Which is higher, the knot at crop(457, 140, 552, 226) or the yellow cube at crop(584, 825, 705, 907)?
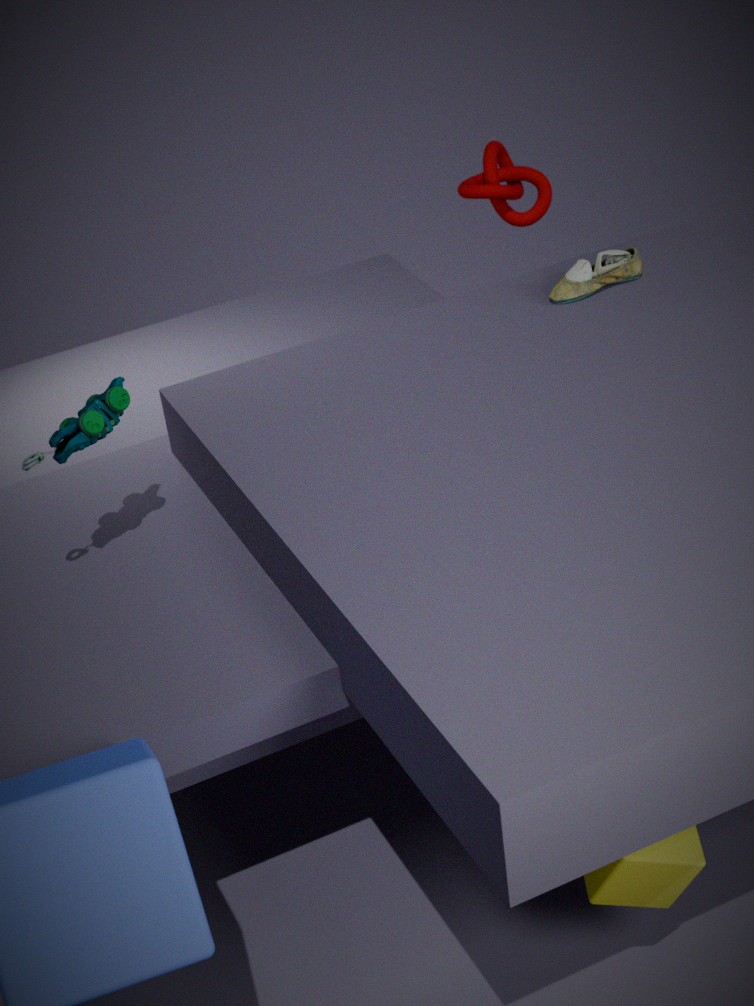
the knot at crop(457, 140, 552, 226)
